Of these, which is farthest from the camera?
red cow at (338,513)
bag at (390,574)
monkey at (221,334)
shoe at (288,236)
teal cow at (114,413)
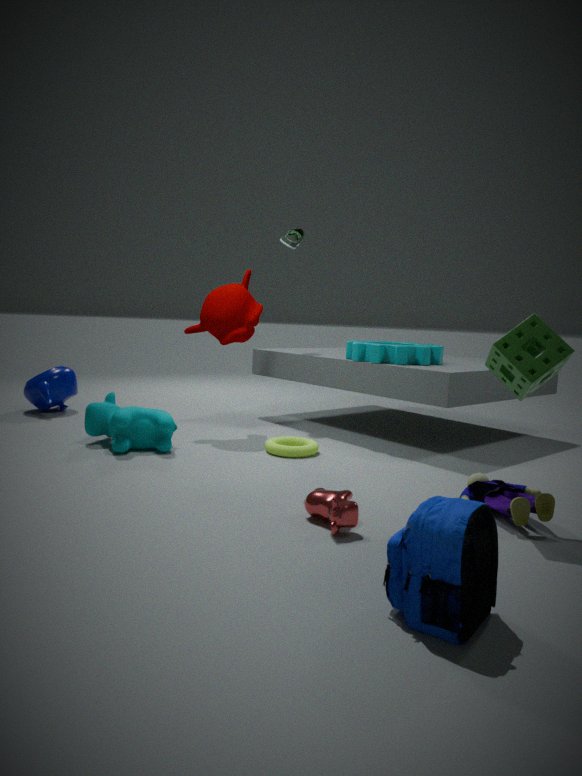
shoe at (288,236)
